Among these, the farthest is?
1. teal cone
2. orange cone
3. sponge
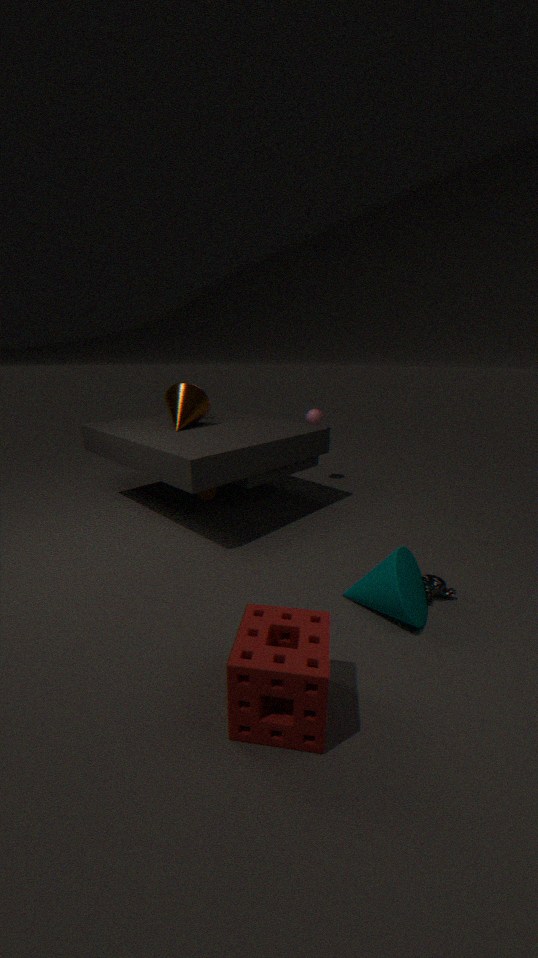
orange cone
